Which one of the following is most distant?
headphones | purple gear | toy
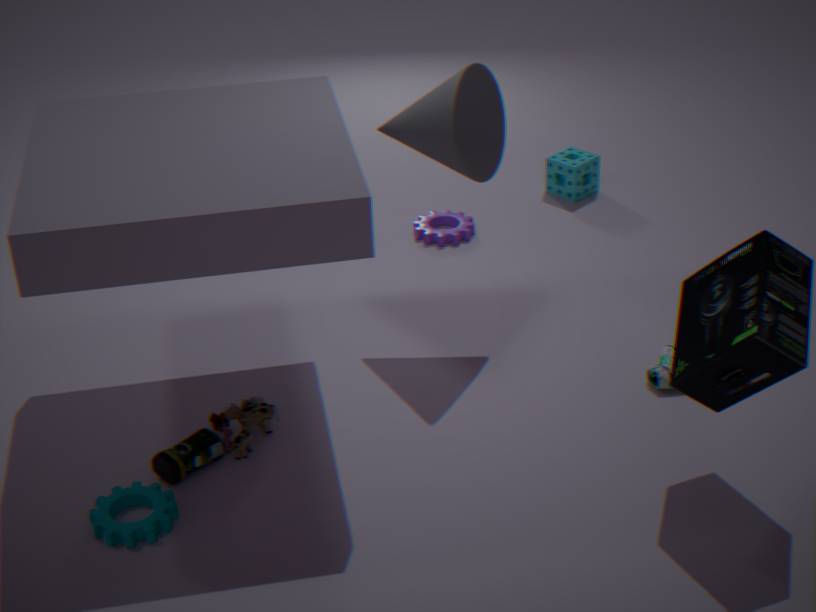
purple gear
